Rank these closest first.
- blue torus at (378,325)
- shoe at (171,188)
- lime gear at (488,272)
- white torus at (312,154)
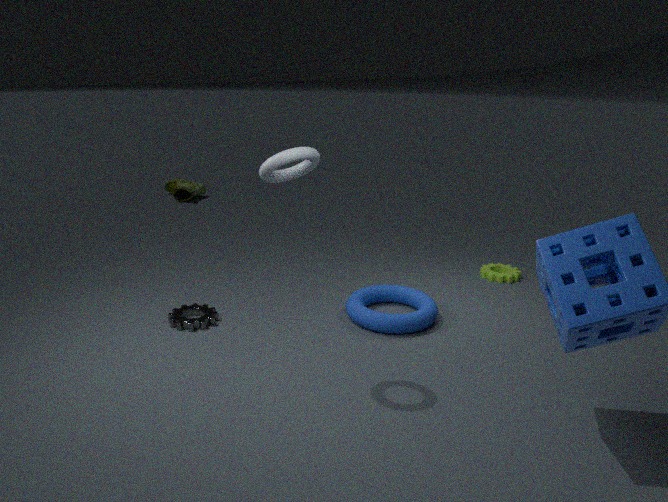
1. white torus at (312,154)
2. blue torus at (378,325)
3. lime gear at (488,272)
4. shoe at (171,188)
